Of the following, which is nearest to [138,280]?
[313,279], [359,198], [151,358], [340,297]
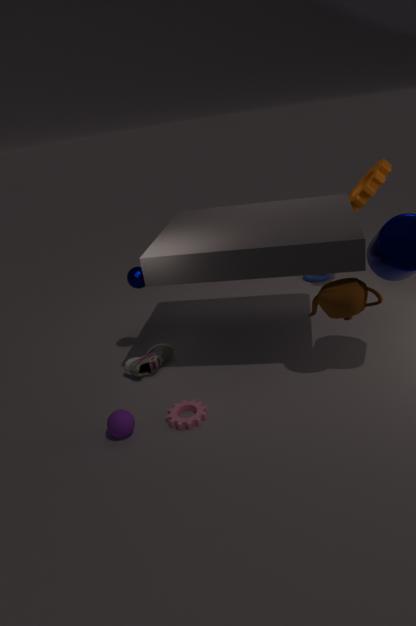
[151,358]
